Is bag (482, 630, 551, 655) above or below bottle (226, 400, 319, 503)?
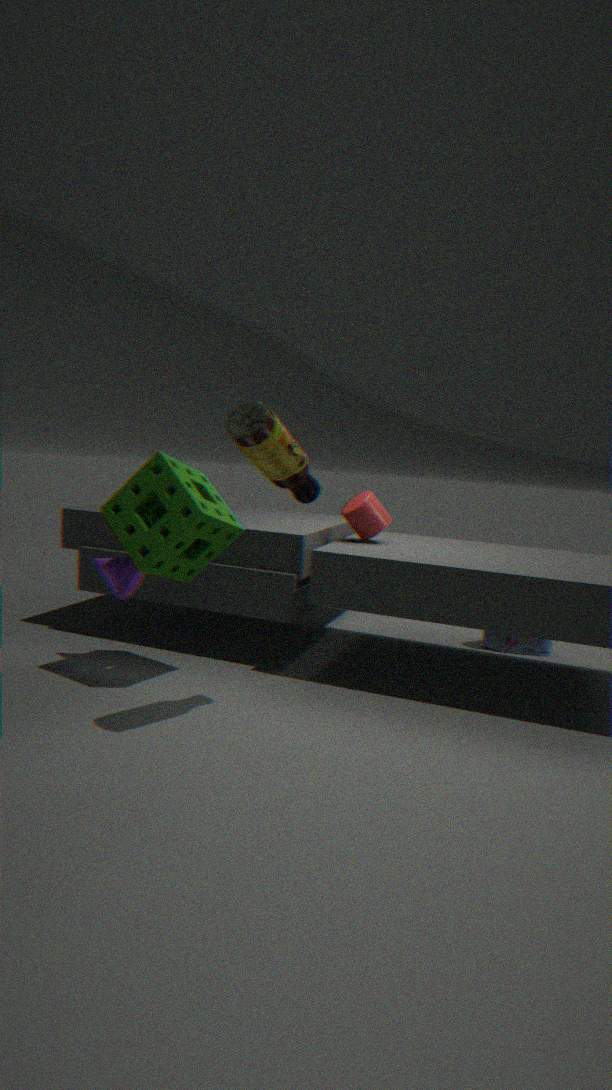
below
